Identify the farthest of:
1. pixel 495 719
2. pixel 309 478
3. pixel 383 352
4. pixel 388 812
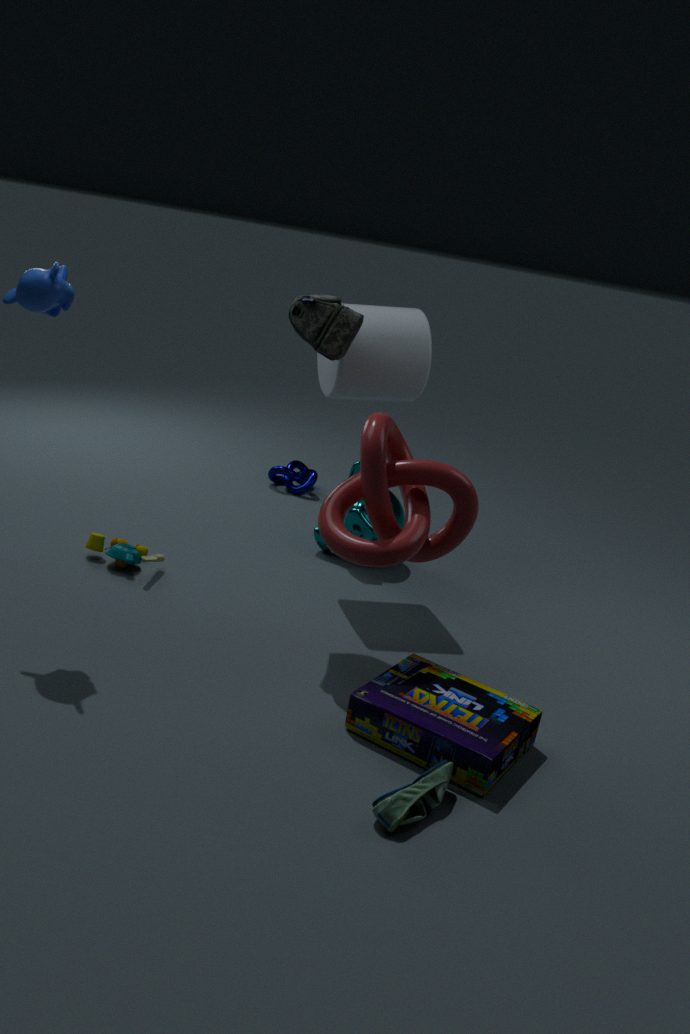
pixel 309 478
